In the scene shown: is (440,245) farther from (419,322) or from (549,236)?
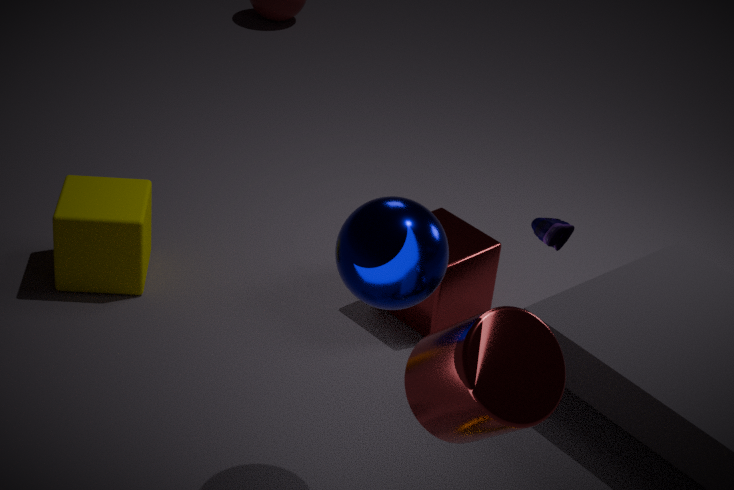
(419,322)
